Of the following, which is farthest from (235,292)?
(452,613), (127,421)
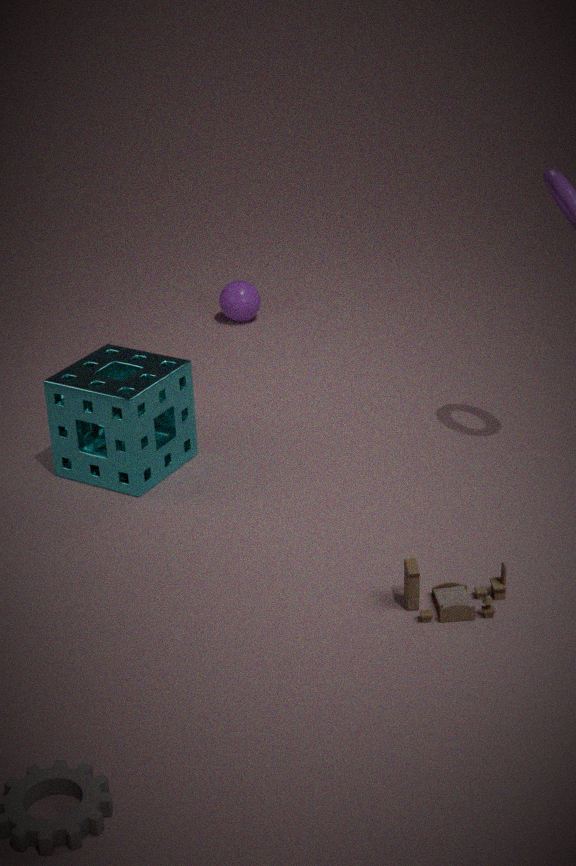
(452,613)
